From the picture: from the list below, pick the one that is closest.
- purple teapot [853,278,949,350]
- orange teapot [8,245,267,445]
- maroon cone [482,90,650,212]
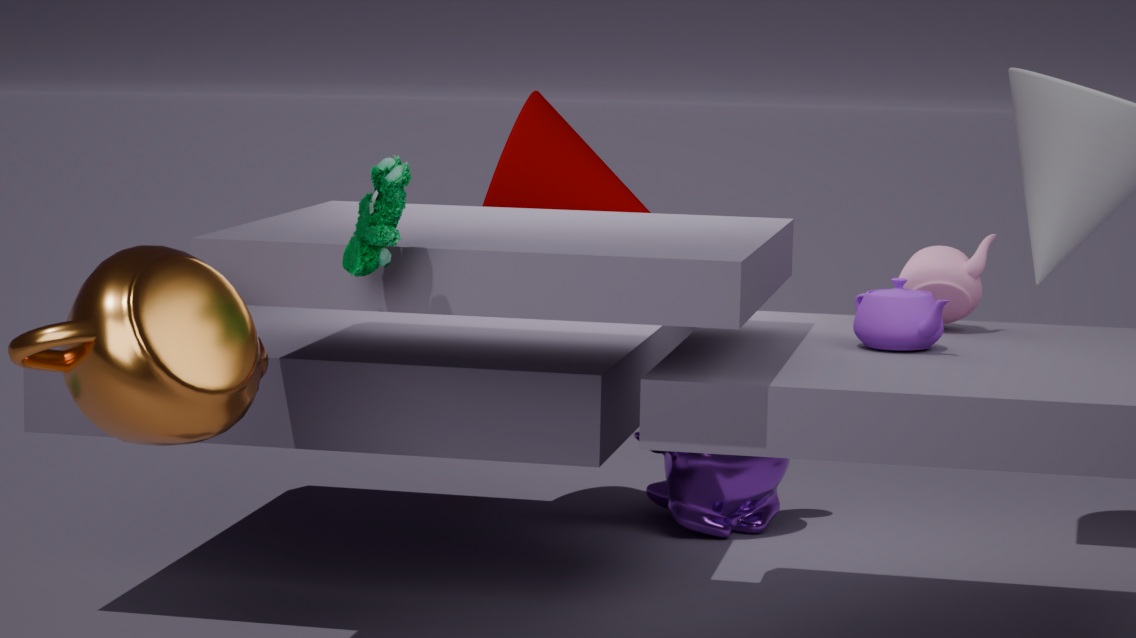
orange teapot [8,245,267,445]
